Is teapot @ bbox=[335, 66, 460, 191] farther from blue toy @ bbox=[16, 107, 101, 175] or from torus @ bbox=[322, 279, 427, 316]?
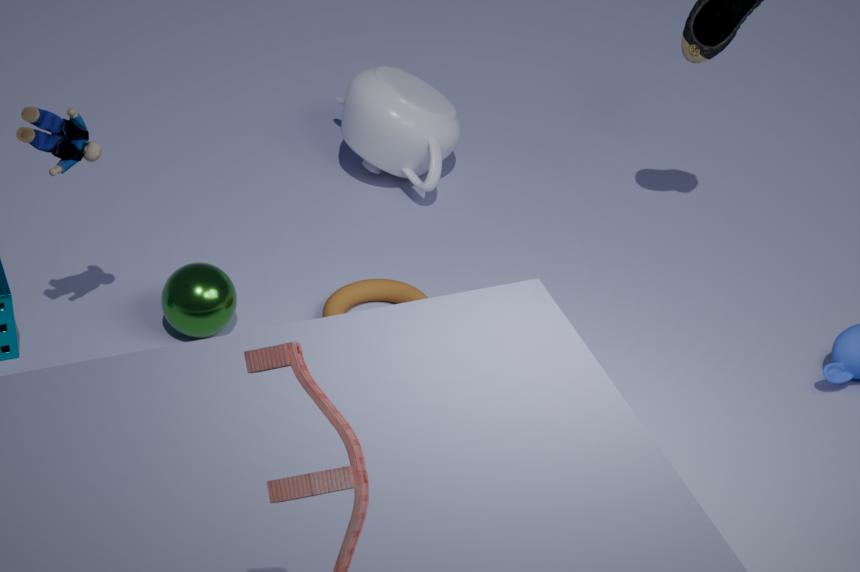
blue toy @ bbox=[16, 107, 101, 175]
